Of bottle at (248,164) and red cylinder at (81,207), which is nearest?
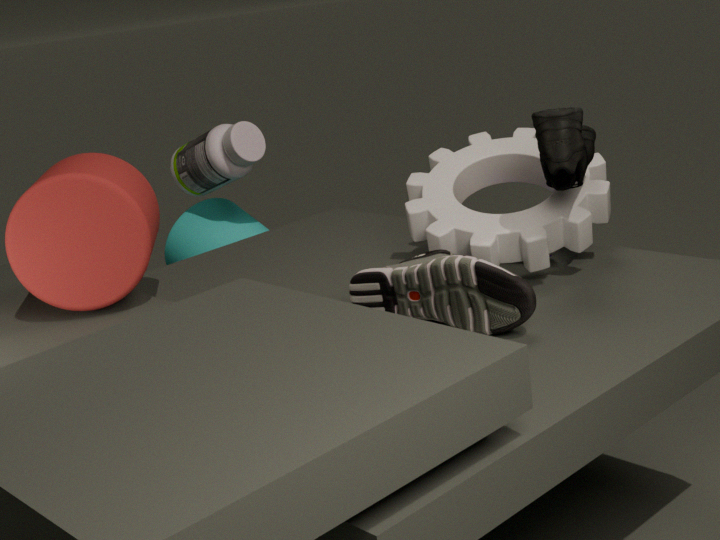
red cylinder at (81,207)
